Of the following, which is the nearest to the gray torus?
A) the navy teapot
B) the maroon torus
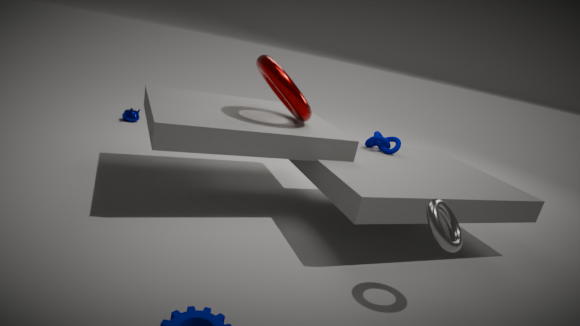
the maroon torus
